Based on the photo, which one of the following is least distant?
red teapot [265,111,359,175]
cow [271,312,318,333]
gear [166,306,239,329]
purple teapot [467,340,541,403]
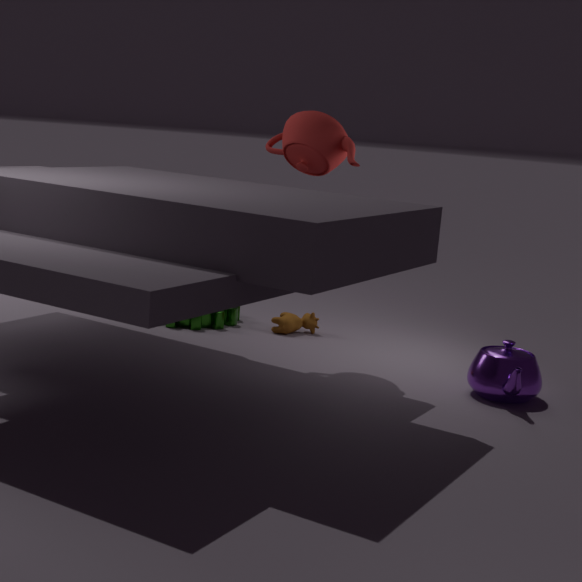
purple teapot [467,340,541,403]
